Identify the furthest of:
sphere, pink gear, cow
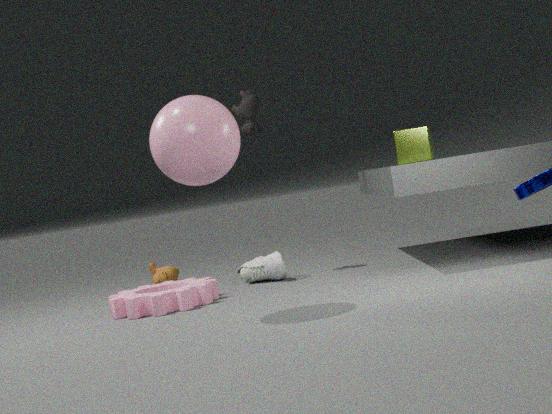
cow
